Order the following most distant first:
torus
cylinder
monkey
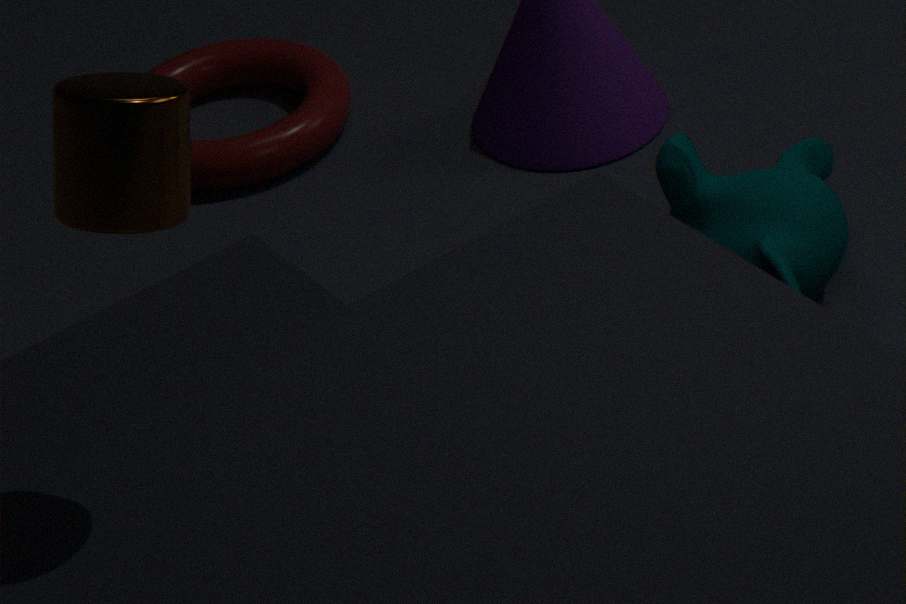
torus < monkey < cylinder
